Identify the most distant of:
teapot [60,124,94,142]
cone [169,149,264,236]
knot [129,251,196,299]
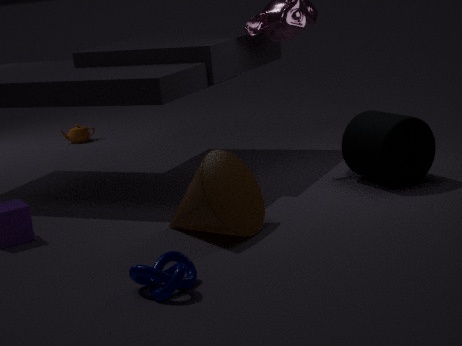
teapot [60,124,94,142]
